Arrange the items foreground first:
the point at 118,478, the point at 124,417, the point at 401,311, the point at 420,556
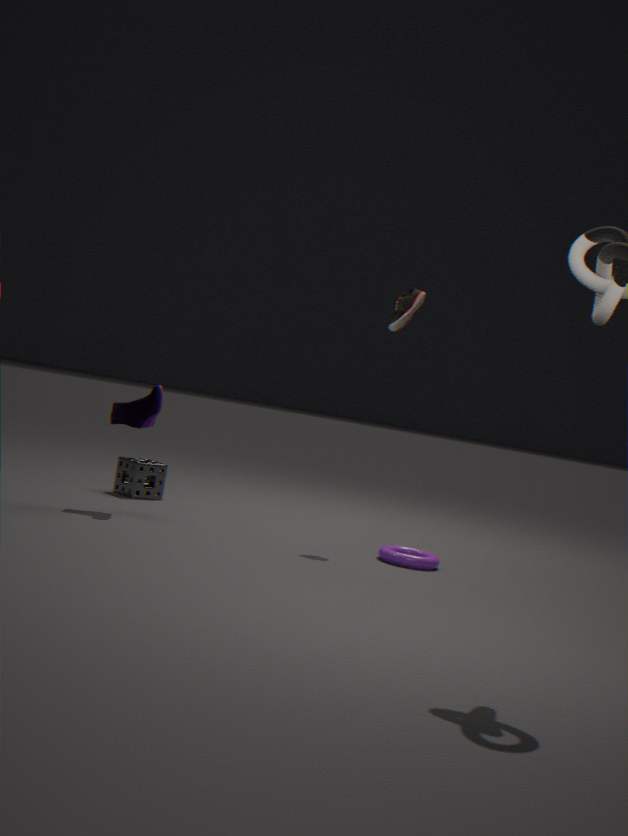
1. the point at 420,556
2. the point at 124,417
3. the point at 401,311
4. the point at 118,478
